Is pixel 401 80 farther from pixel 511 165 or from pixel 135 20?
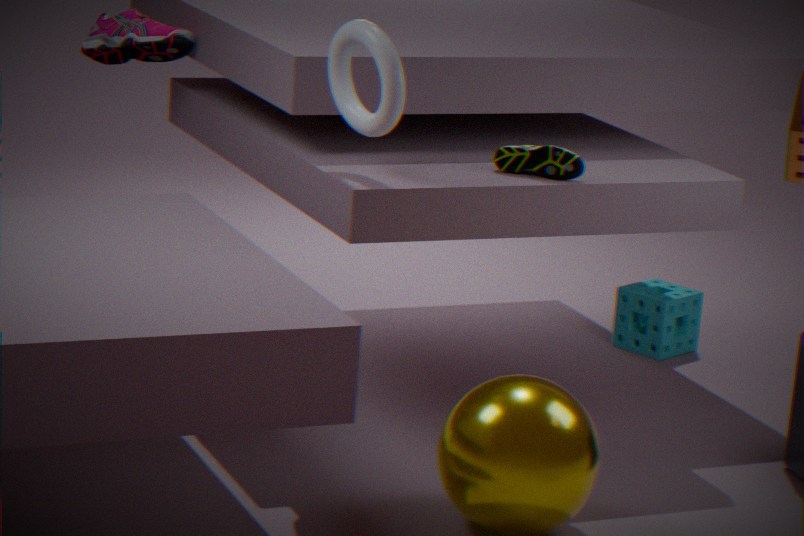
pixel 135 20
